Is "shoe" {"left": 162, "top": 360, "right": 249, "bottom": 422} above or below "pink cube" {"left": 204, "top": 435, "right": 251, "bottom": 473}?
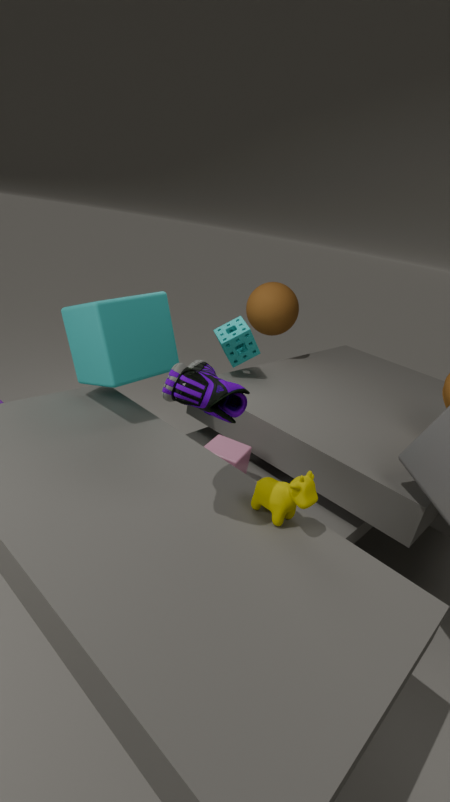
above
